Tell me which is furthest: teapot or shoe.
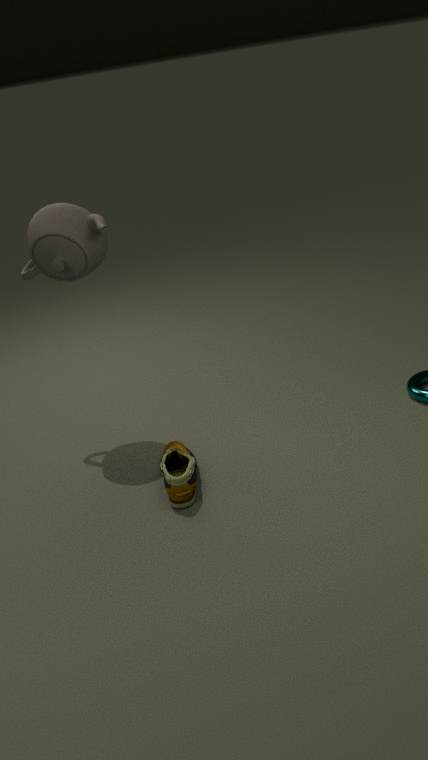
teapot
